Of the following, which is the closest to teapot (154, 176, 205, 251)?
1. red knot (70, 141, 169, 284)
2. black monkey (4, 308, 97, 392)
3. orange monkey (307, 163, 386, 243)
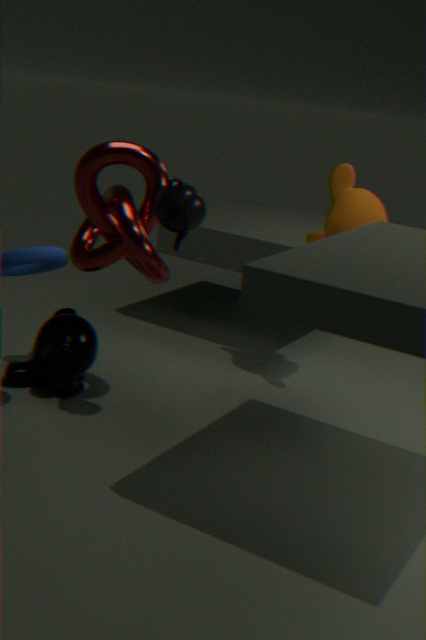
red knot (70, 141, 169, 284)
